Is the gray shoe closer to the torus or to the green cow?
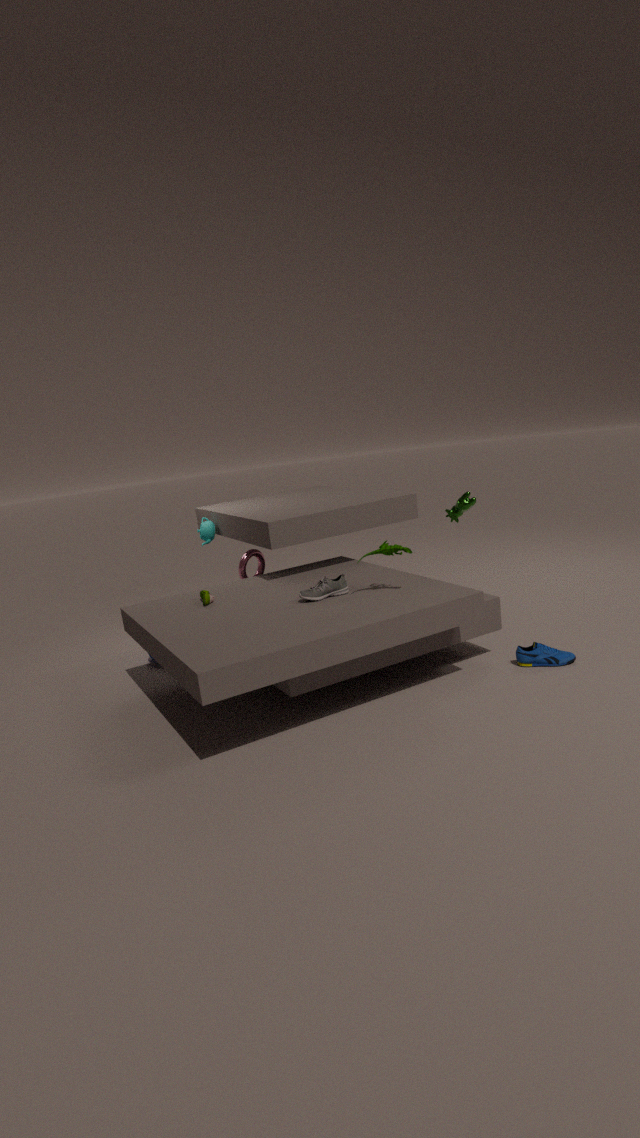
the green cow
